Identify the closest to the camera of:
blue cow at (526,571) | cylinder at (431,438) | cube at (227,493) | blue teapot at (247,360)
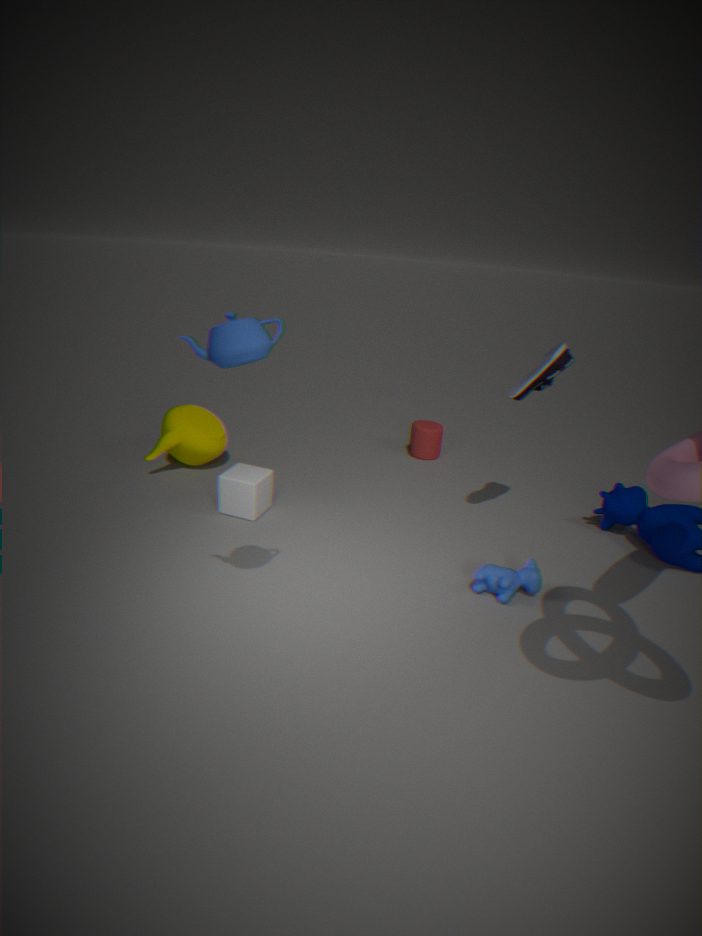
blue teapot at (247,360)
